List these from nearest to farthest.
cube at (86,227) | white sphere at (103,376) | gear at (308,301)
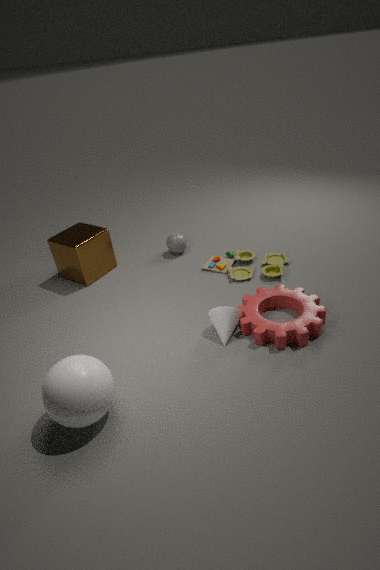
white sphere at (103,376) < gear at (308,301) < cube at (86,227)
